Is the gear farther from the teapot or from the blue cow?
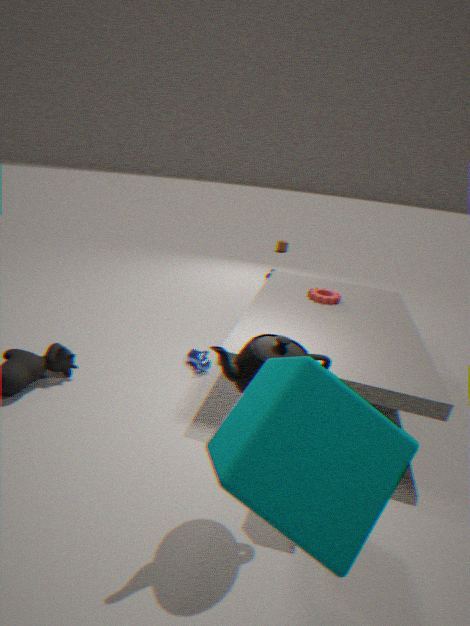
the teapot
